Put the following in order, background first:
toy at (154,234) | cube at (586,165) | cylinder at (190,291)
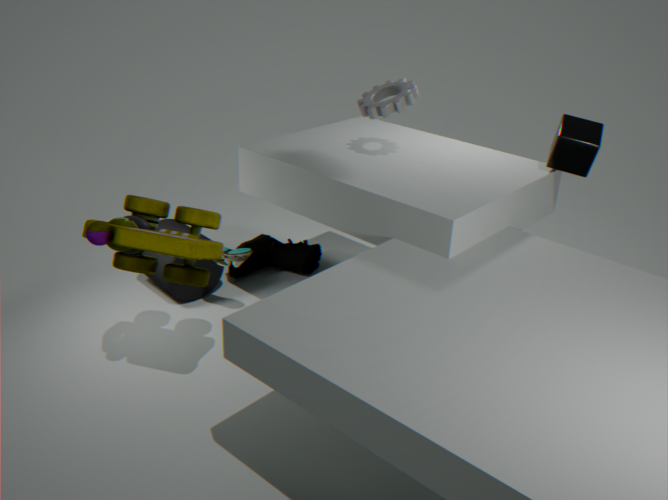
cylinder at (190,291) < cube at (586,165) < toy at (154,234)
